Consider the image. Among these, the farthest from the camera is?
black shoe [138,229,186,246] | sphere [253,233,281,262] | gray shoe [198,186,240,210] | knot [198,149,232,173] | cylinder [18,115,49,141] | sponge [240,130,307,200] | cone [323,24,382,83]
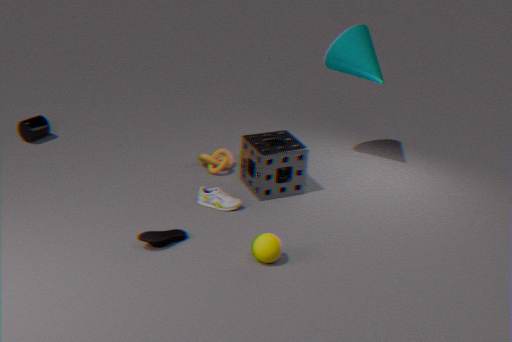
cylinder [18,115,49,141]
